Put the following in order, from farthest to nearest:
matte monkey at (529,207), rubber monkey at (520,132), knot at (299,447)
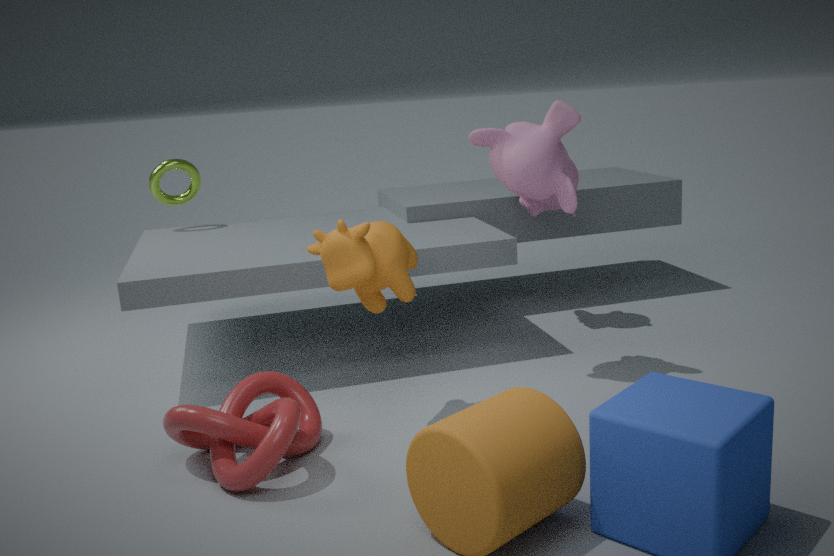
matte monkey at (529,207), rubber monkey at (520,132), knot at (299,447)
